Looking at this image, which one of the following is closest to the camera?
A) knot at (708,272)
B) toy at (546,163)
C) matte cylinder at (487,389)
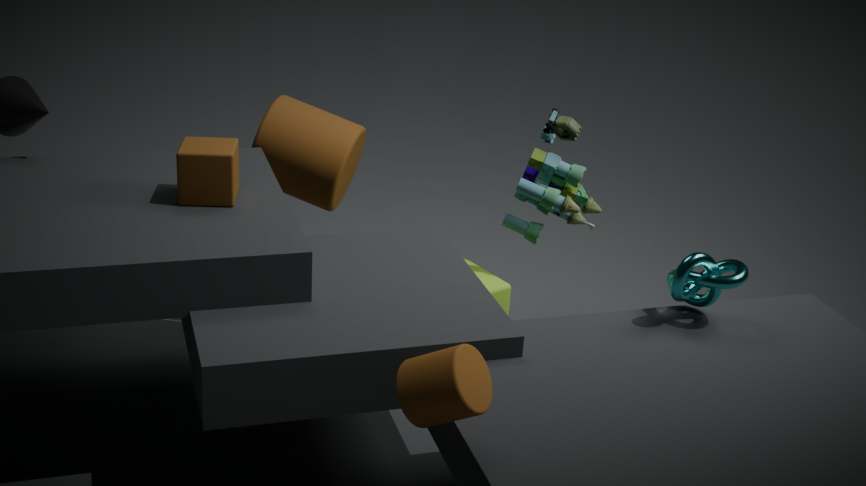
matte cylinder at (487,389)
